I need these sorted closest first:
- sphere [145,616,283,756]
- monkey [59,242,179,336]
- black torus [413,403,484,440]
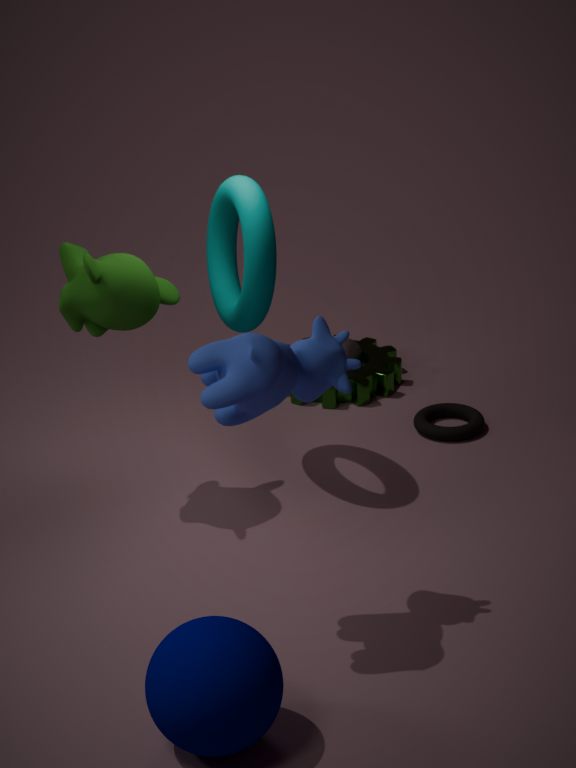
sphere [145,616,283,756] < monkey [59,242,179,336] < black torus [413,403,484,440]
